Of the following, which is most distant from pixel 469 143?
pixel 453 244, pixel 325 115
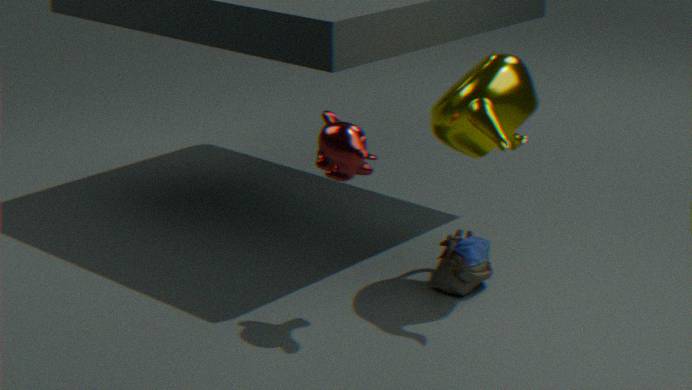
pixel 453 244
